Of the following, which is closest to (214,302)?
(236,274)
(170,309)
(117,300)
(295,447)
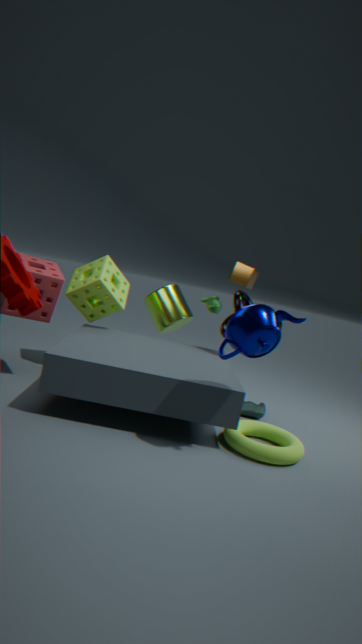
(236,274)
